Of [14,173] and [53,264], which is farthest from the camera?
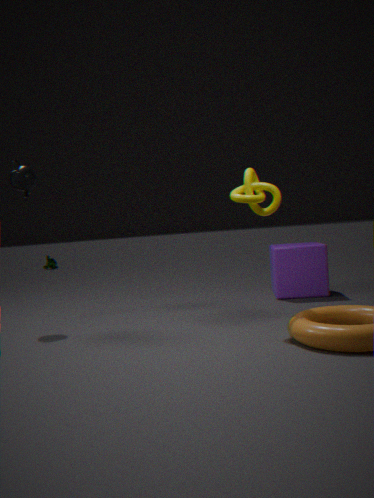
[53,264]
